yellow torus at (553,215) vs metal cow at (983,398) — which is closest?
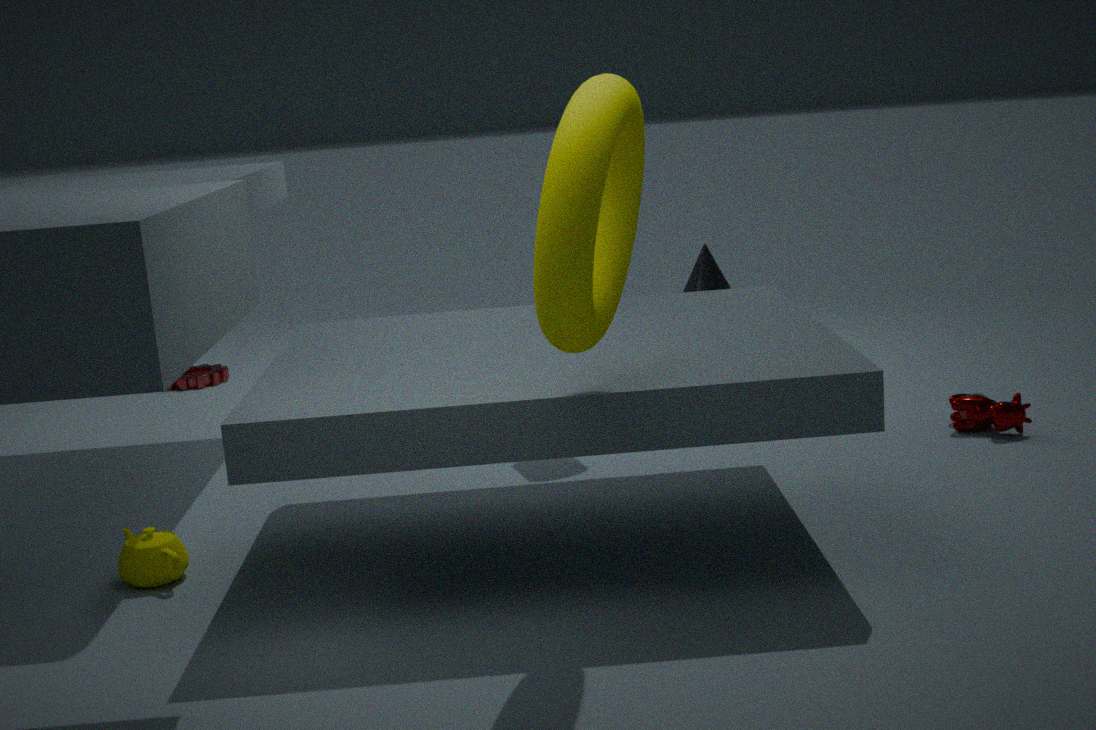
yellow torus at (553,215)
